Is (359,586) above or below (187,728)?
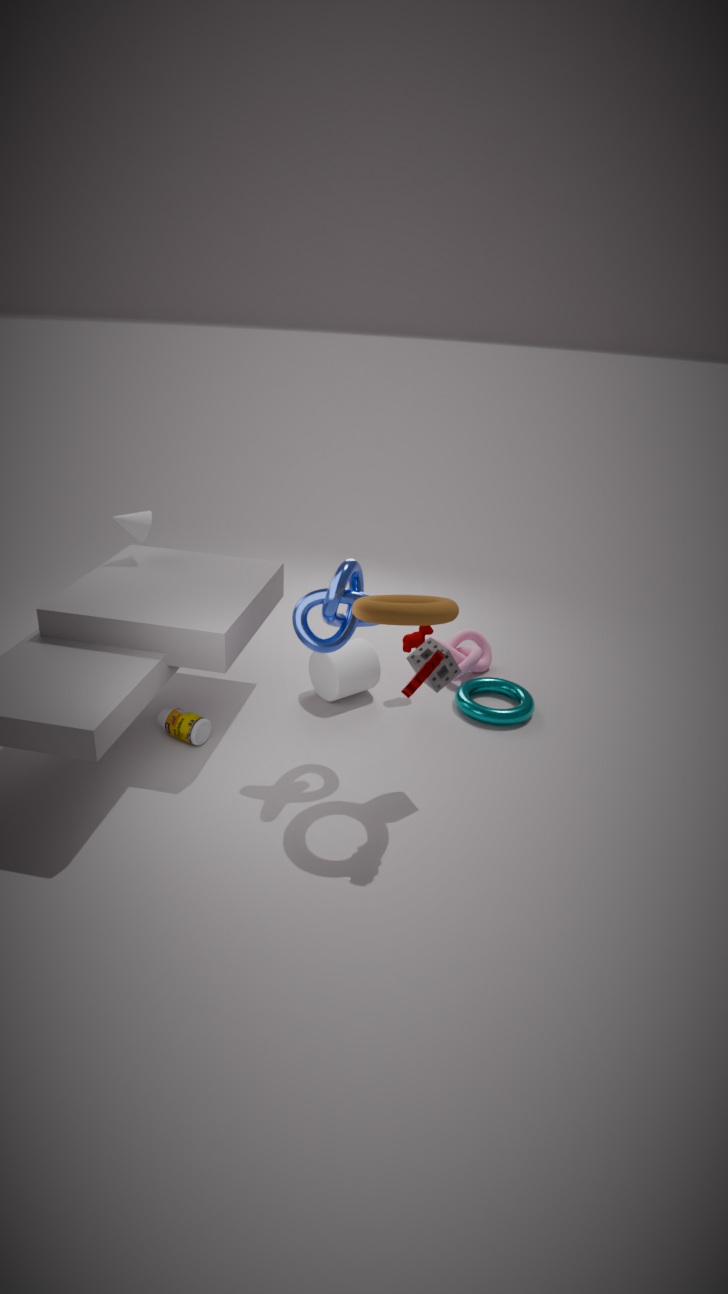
above
